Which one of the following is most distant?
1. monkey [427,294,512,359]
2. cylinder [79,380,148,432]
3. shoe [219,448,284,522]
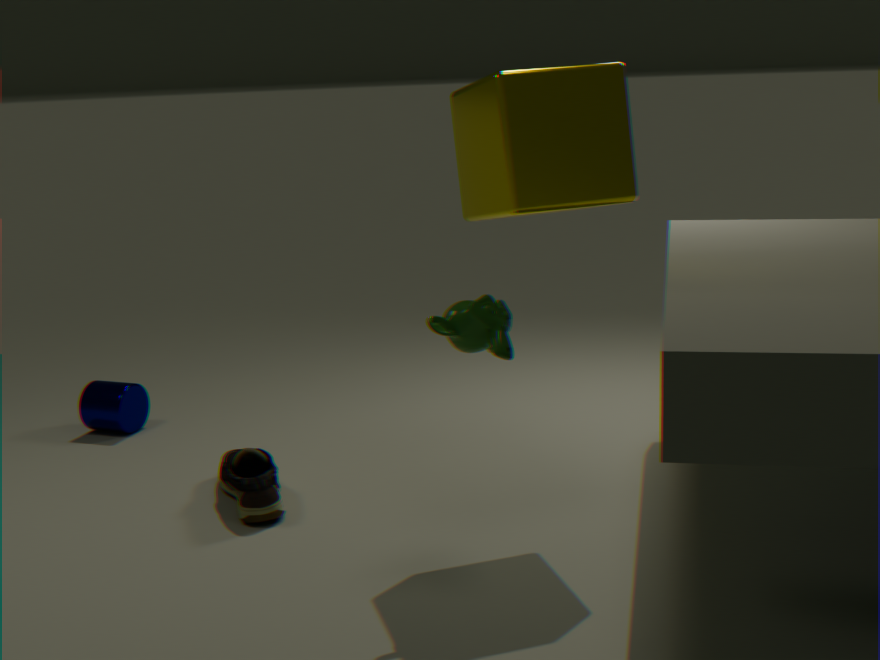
cylinder [79,380,148,432]
